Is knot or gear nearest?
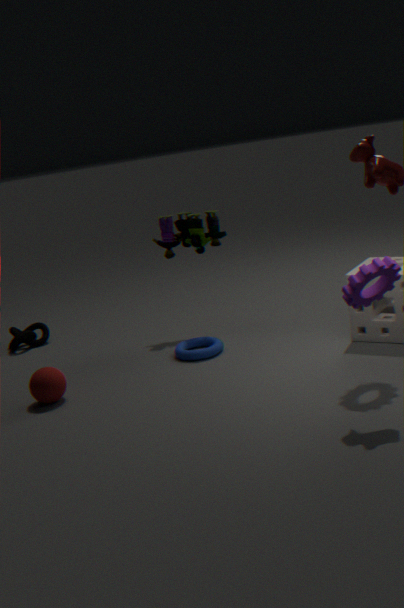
gear
